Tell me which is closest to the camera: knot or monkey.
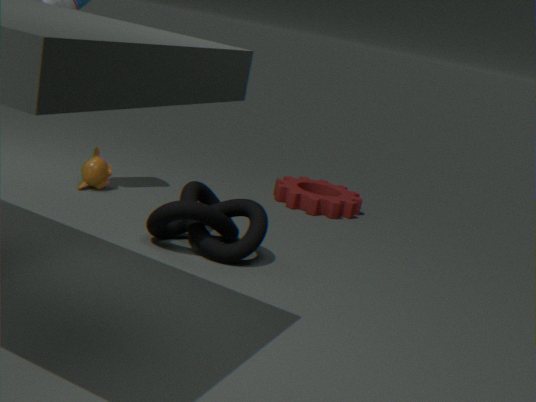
knot
